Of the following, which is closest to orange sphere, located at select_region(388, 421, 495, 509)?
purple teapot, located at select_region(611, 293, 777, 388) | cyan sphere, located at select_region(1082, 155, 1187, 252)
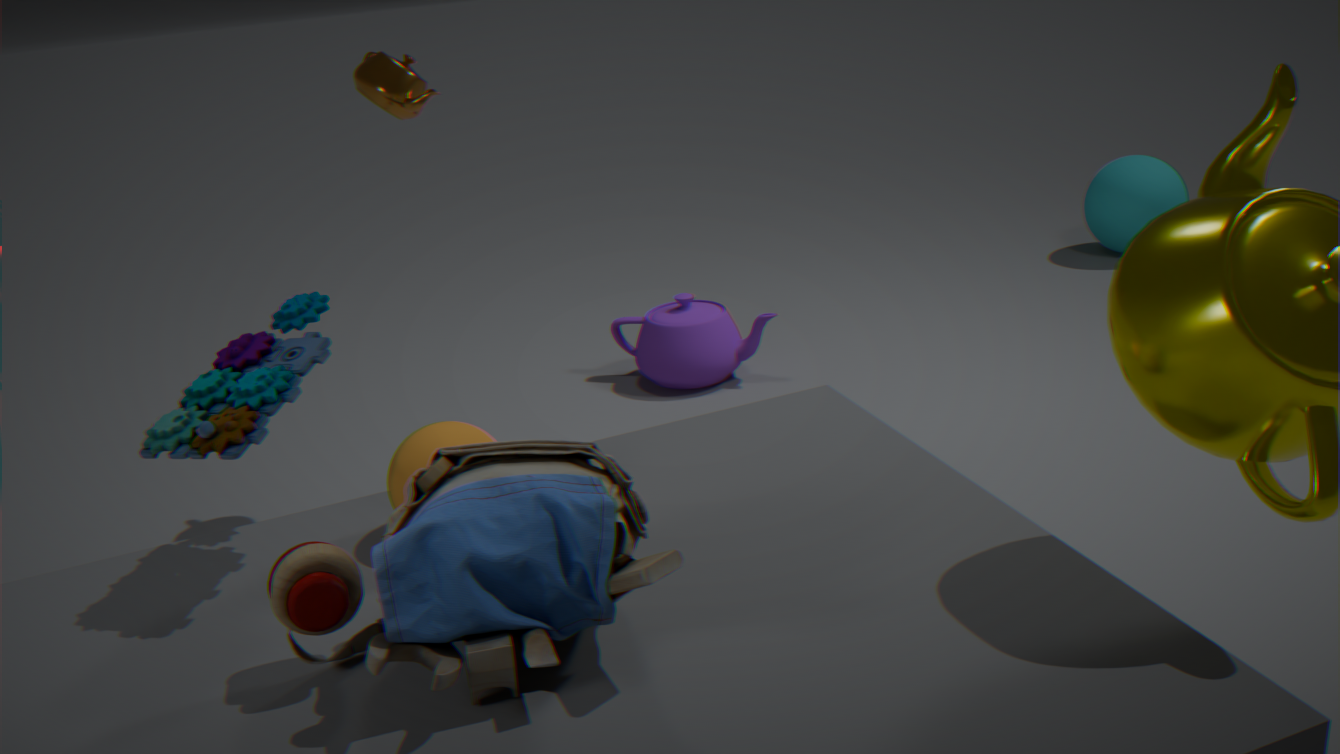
purple teapot, located at select_region(611, 293, 777, 388)
